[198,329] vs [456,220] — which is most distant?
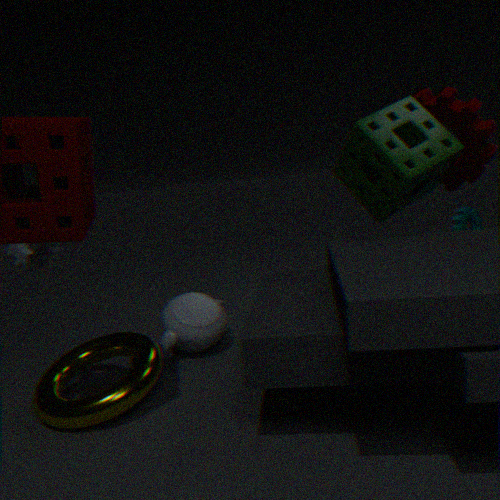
[456,220]
